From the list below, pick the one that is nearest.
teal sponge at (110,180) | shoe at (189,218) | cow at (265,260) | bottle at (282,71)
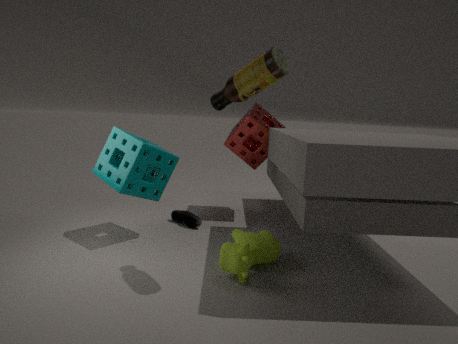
bottle at (282,71)
